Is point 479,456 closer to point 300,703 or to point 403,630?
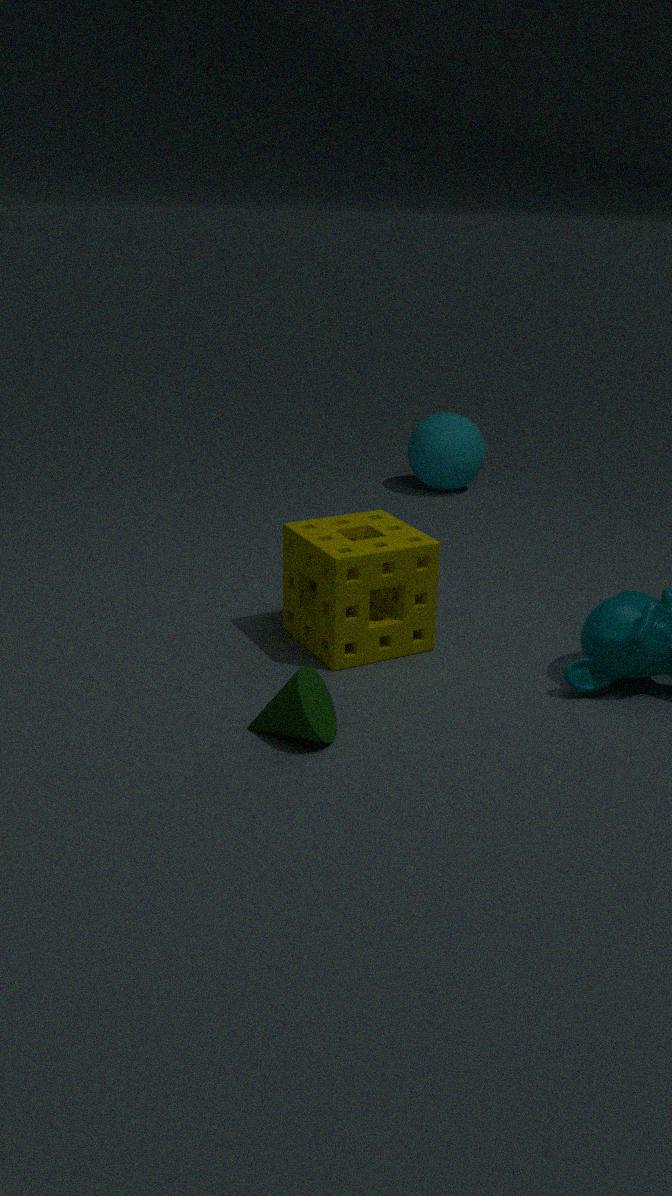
point 403,630
